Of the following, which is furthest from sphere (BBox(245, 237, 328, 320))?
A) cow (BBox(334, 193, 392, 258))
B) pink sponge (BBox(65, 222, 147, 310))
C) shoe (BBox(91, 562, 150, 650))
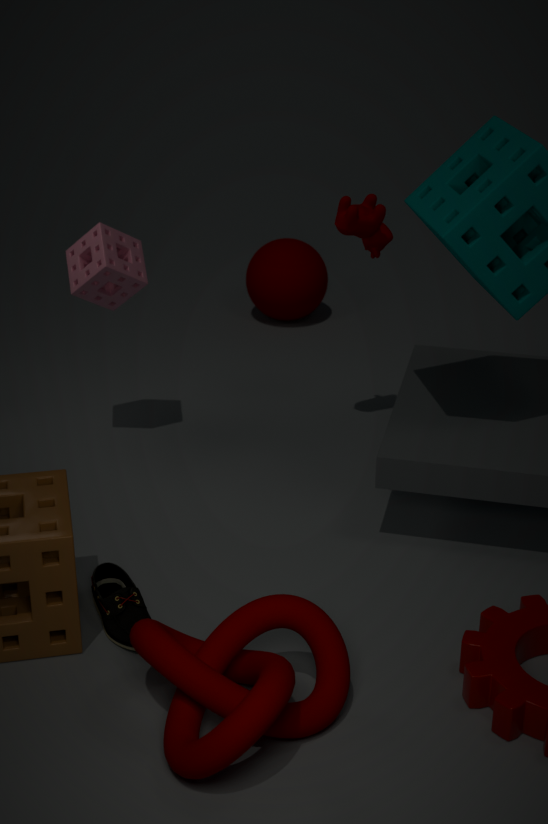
shoe (BBox(91, 562, 150, 650))
